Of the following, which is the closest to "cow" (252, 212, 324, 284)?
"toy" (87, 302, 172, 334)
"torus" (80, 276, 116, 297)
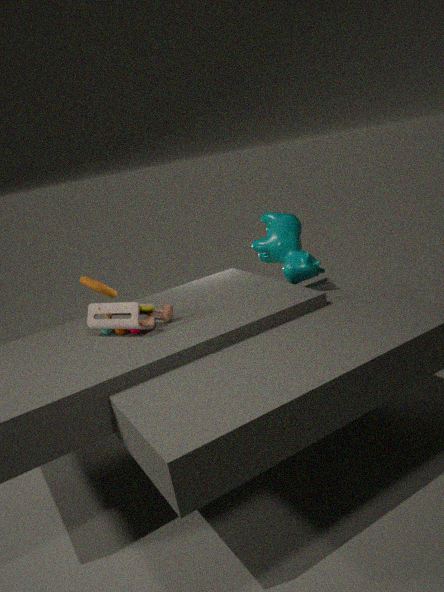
"toy" (87, 302, 172, 334)
